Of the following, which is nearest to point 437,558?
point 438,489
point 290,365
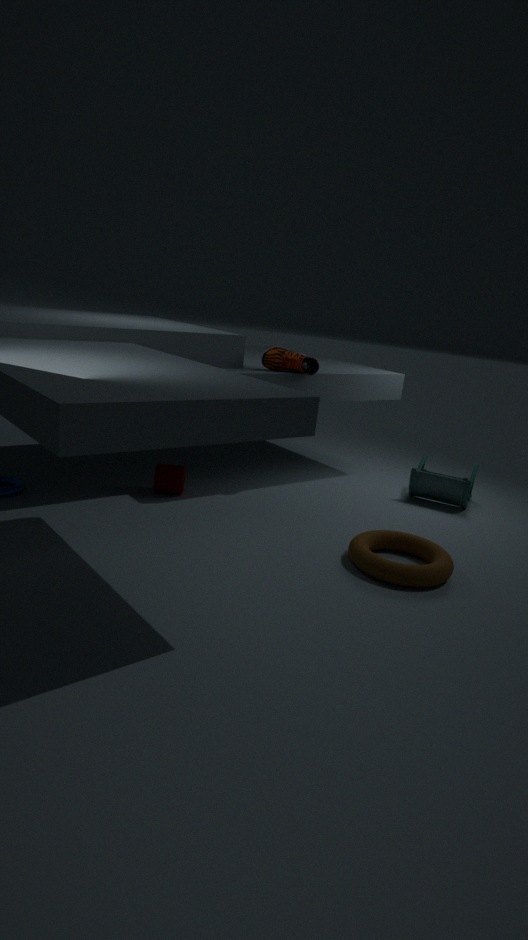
point 438,489
